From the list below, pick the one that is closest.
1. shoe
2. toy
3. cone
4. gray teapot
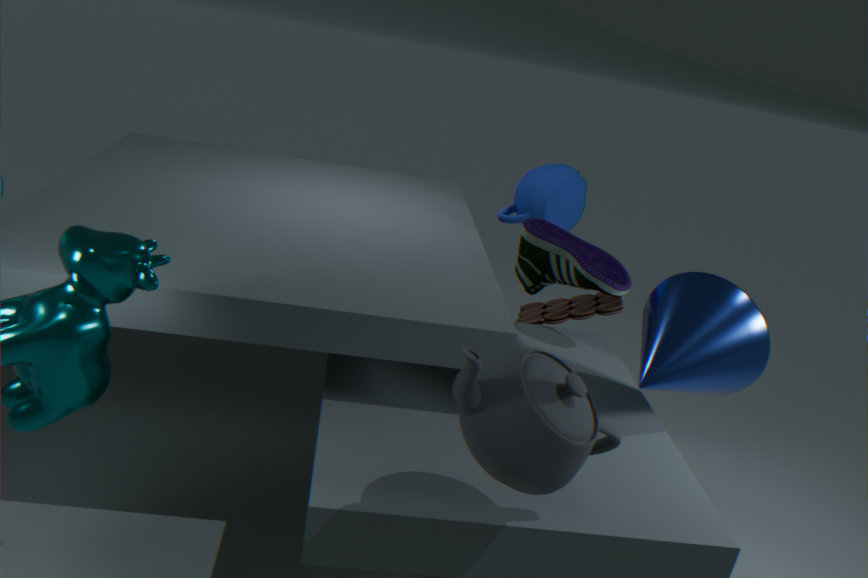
gray teapot
